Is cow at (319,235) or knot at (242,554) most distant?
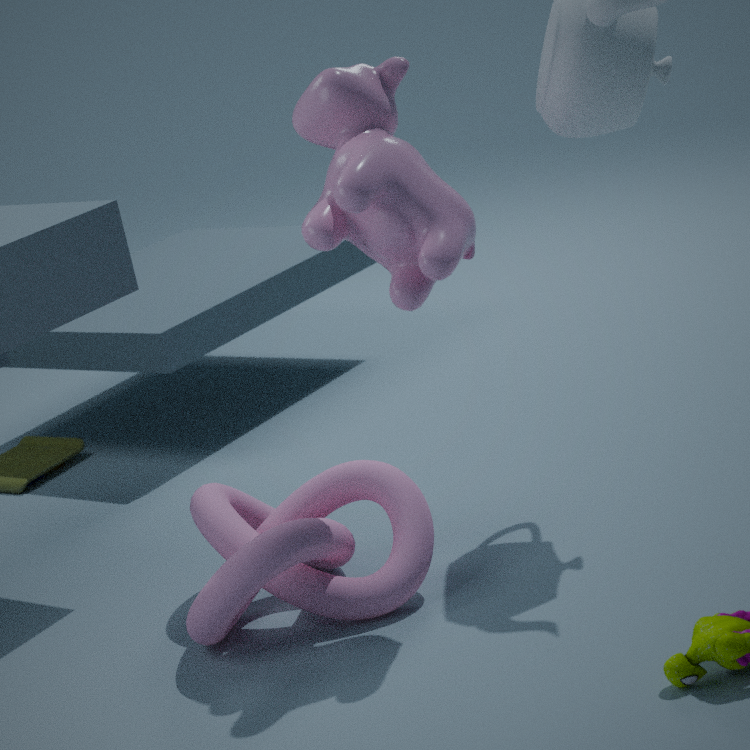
knot at (242,554)
